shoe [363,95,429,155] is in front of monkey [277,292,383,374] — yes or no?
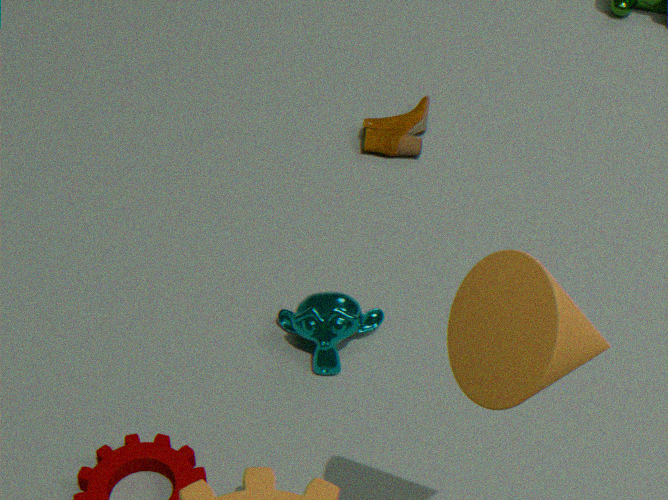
No
